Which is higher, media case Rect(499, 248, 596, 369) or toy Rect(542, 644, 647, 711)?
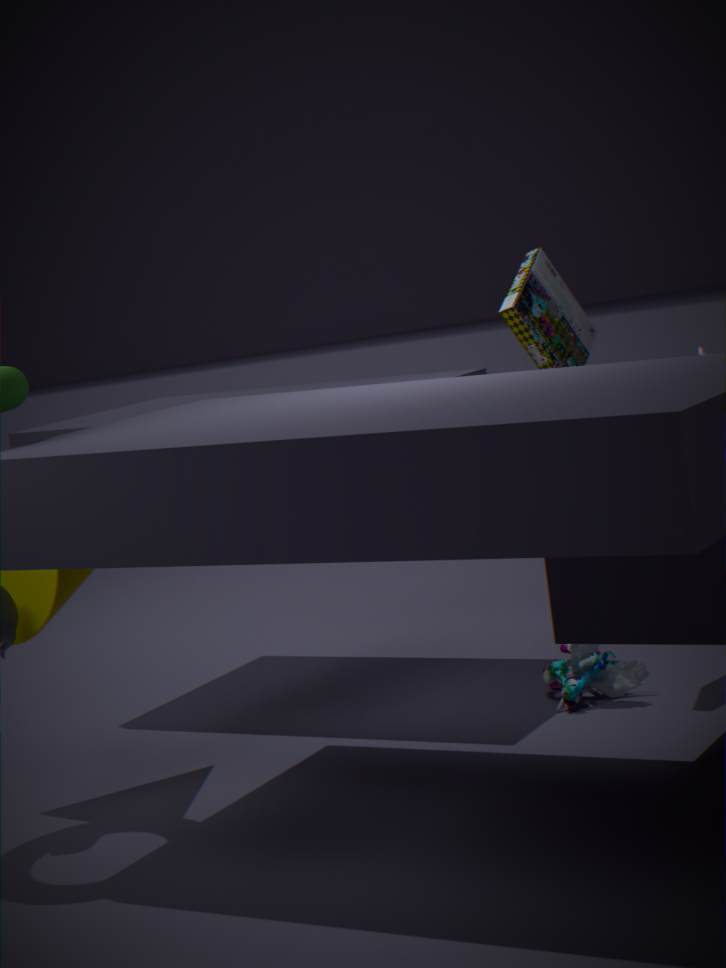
media case Rect(499, 248, 596, 369)
